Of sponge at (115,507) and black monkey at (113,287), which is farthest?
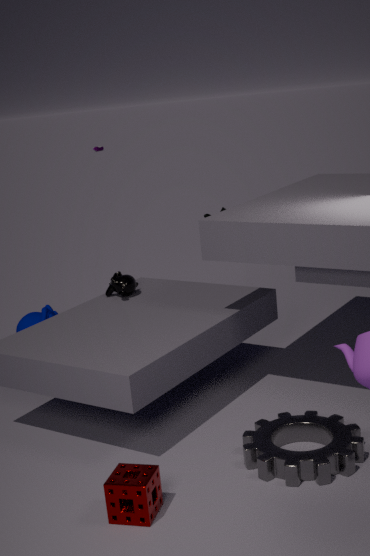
black monkey at (113,287)
